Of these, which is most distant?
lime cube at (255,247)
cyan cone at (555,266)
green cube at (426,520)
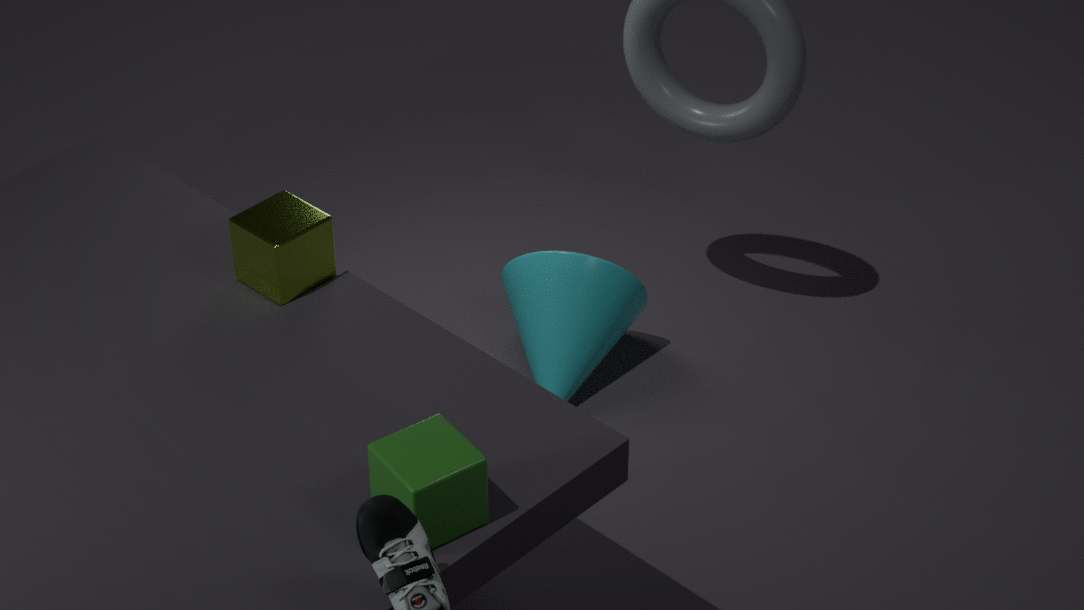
cyan cone at (555,266)
